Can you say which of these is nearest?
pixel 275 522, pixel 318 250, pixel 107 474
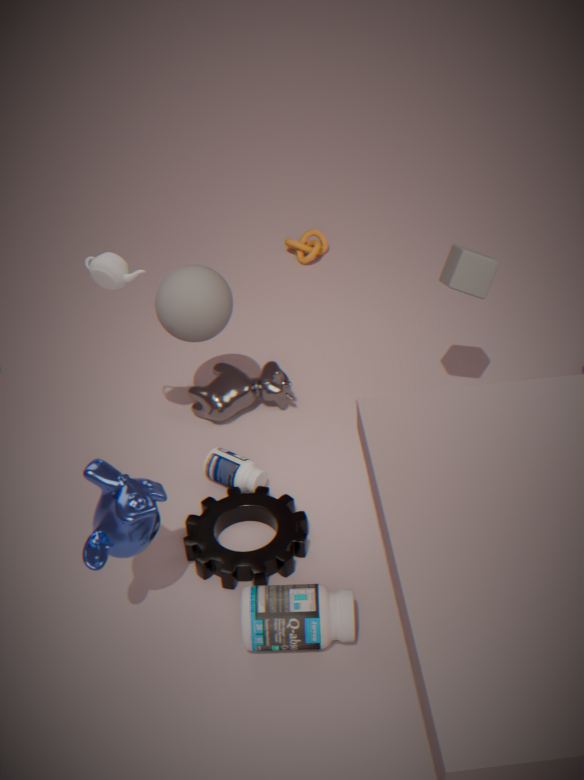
pixel 107 474
